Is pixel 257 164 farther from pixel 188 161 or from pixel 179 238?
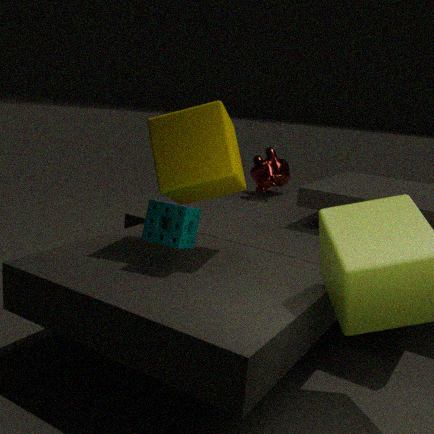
pixel 179 238
